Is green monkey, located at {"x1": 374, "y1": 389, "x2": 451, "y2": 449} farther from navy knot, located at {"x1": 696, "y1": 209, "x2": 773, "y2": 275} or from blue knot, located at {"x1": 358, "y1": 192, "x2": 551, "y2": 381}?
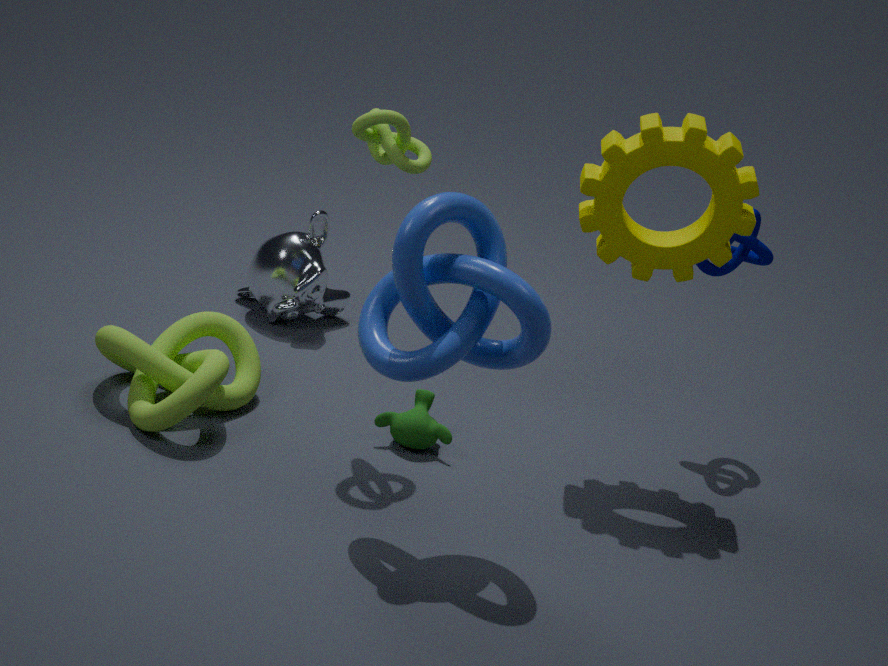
navy knot, located at {"x1": 696, "y1": 209, "x2": 773, "y2": 275}
